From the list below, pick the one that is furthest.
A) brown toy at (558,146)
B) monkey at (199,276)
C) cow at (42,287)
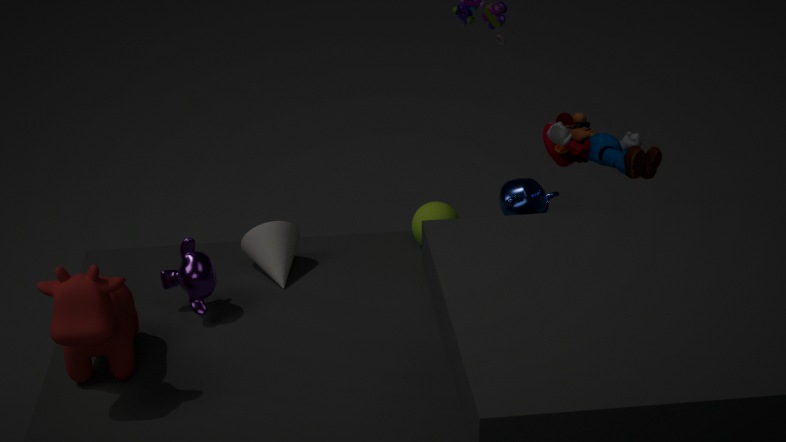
brown toy at (558,146)
